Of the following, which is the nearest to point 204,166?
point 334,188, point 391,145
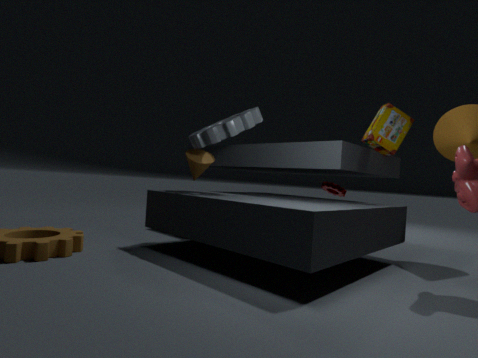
point 391,145
